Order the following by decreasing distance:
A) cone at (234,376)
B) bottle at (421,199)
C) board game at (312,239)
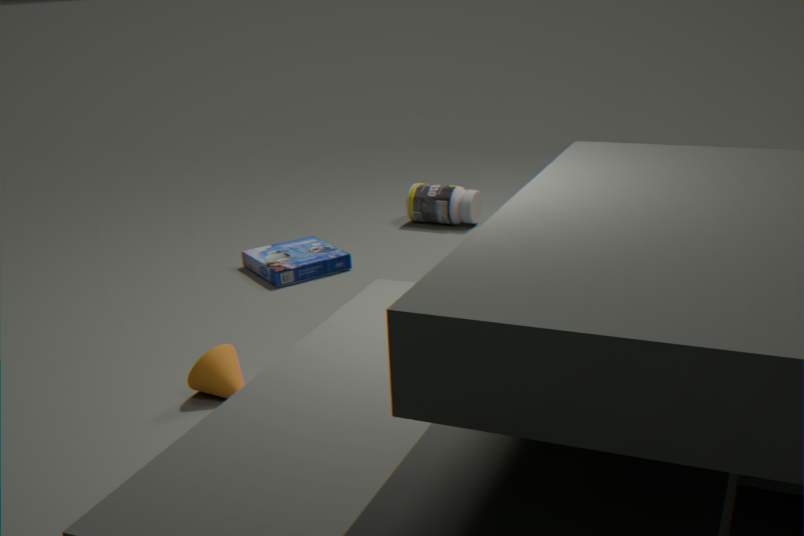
B. bottle at (421,199) → C. board game at (312,239) → A. cone at (234,376)
